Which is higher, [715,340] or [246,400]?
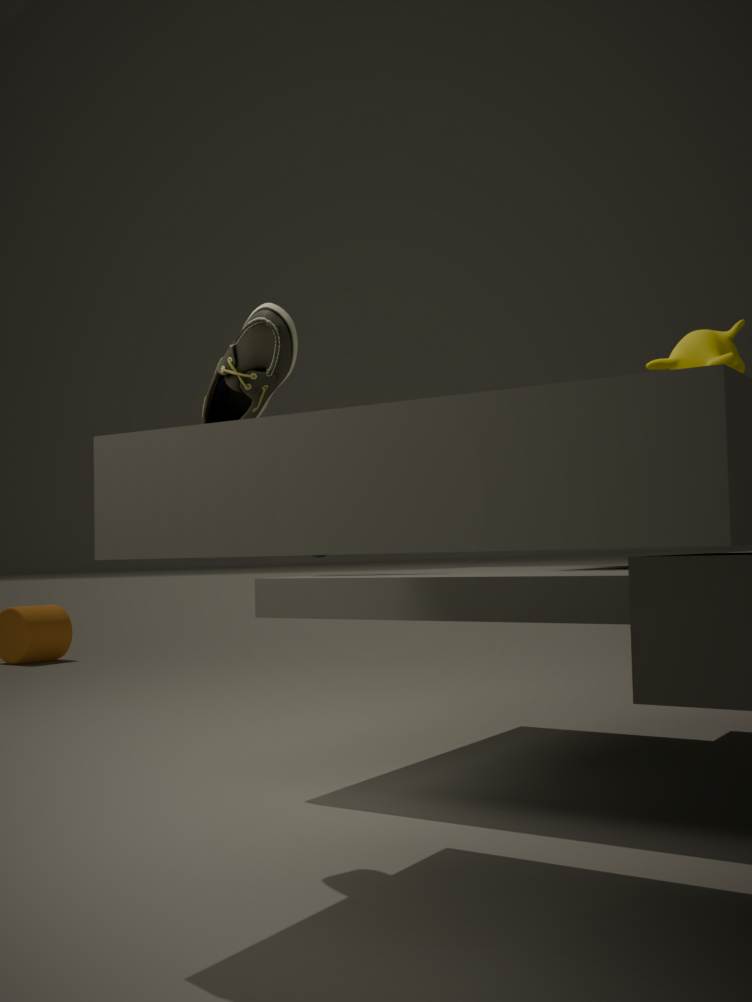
[715,340]
